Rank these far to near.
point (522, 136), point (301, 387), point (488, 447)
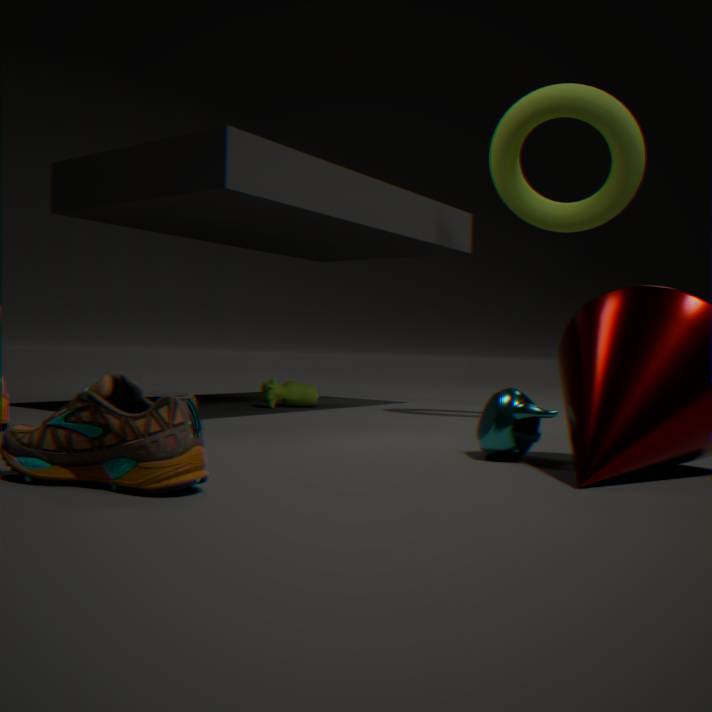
point (301, 387), point (522, 136), point (488, 447)
